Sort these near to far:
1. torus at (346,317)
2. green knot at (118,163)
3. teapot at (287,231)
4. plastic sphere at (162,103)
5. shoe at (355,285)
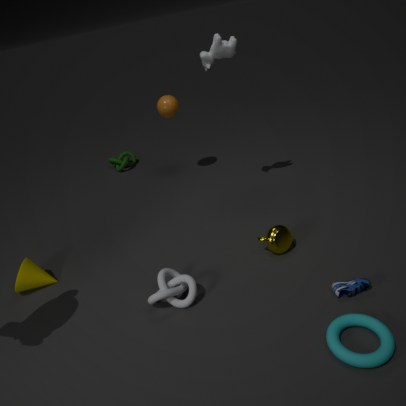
torus at (346,317) < shoe at (355,285) < teapot at (287,231) < plastic sphere at (162,103) < green knot at (118,163)
